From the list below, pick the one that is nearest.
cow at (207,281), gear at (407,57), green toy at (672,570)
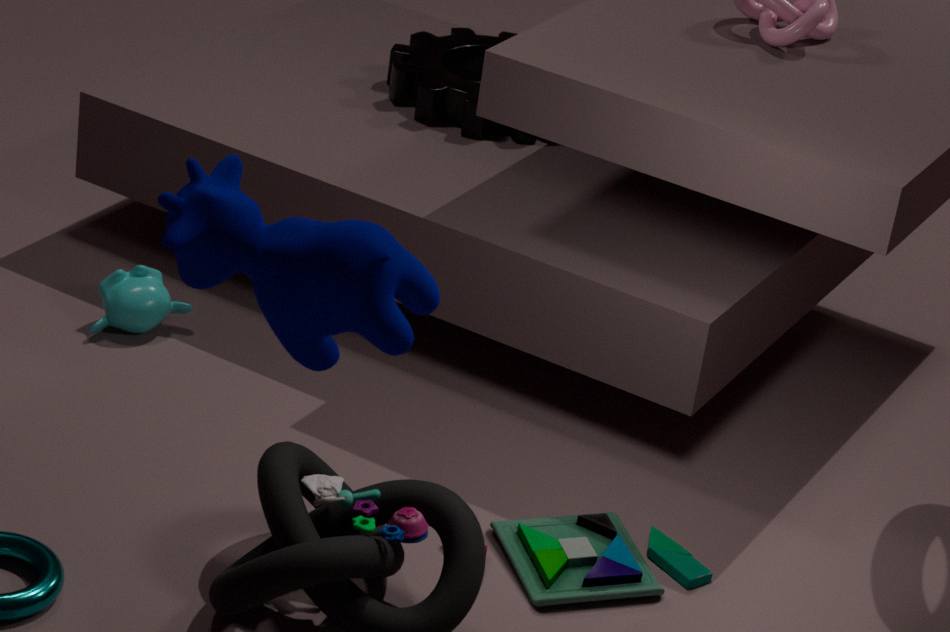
cow at (207,281)
